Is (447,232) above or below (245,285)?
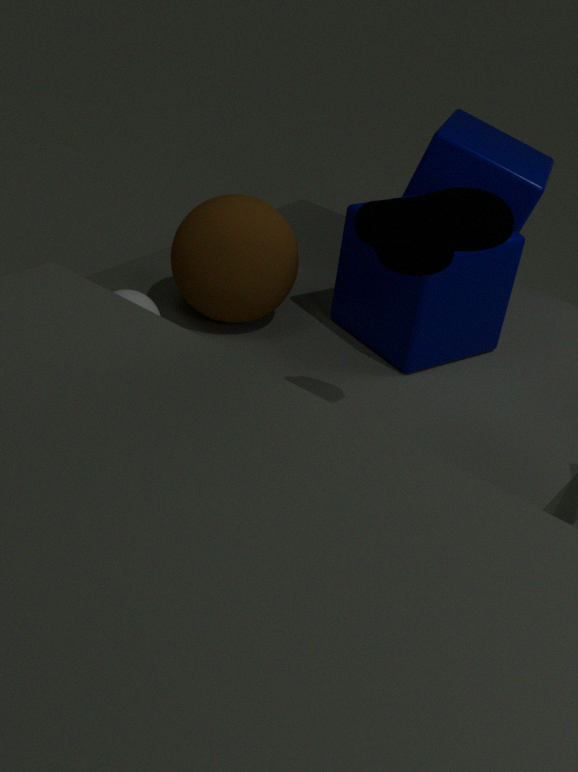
above
